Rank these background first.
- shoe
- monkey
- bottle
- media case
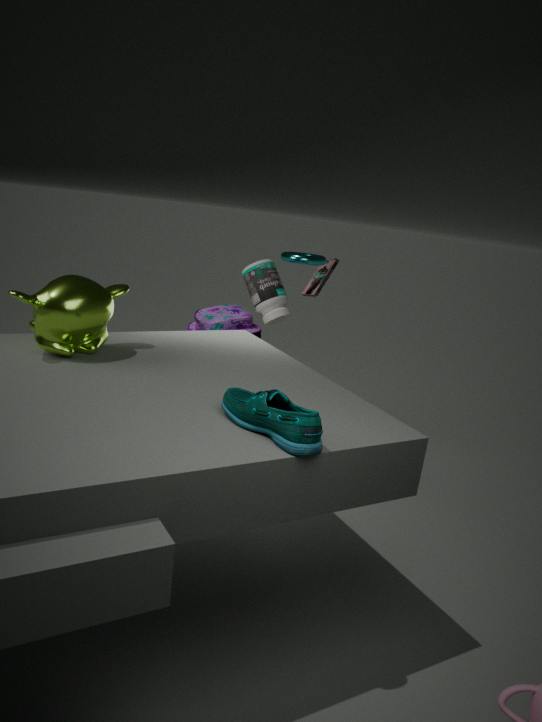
media case
bottle
monkey
shoe
